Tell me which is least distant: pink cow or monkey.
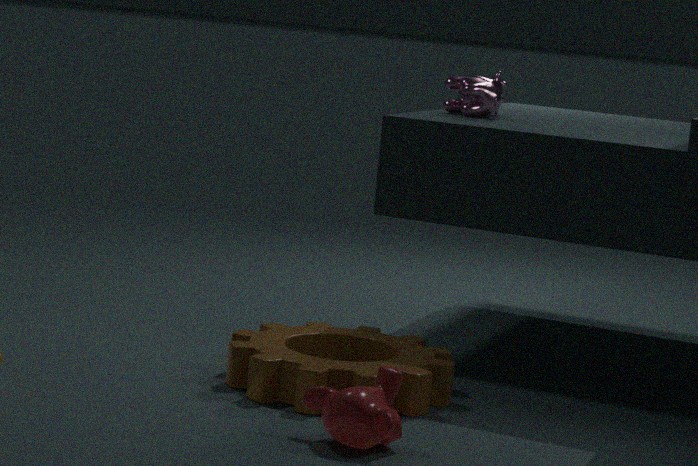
monkey
